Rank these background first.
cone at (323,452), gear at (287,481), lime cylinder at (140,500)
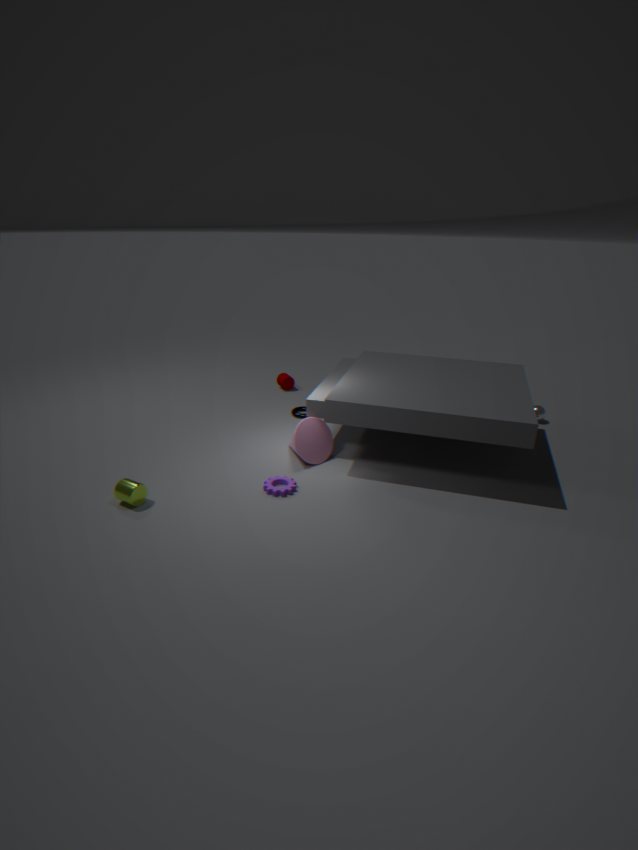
cone at (323,452) → gear at (287,481) → lime cylinder at (140,500)
